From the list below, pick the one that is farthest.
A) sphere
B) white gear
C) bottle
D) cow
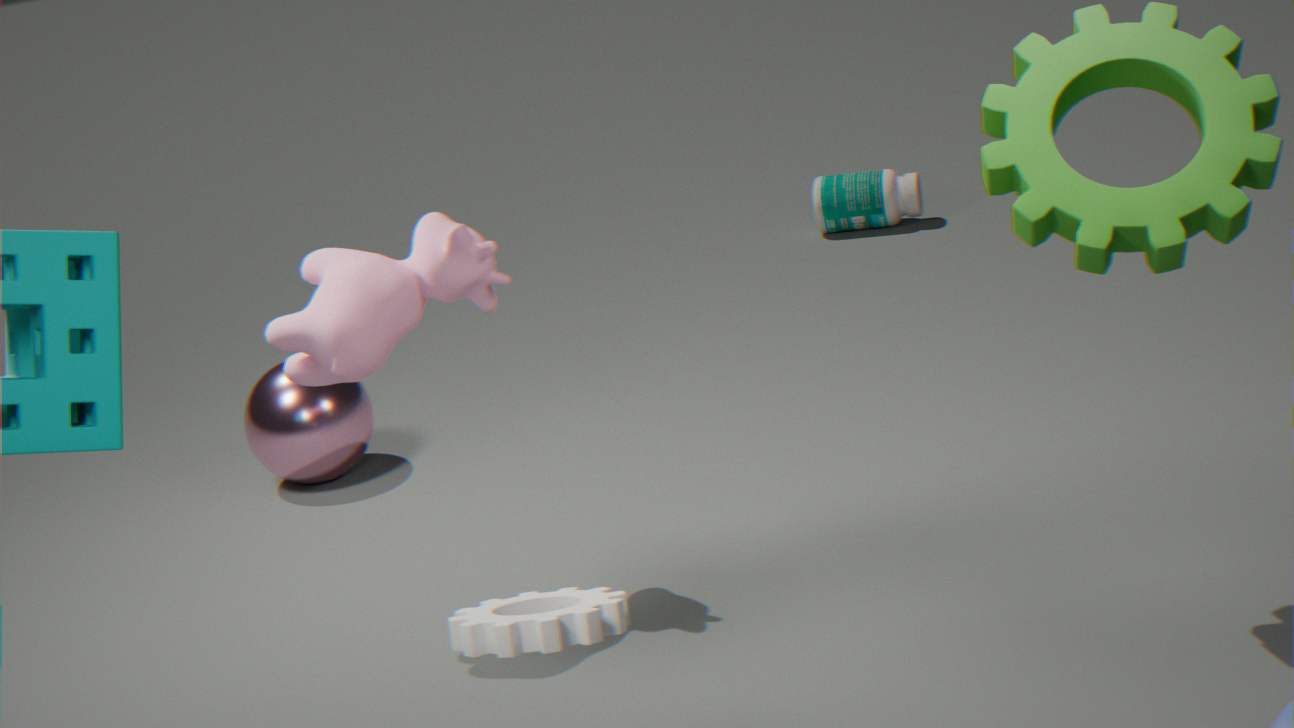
bottle
